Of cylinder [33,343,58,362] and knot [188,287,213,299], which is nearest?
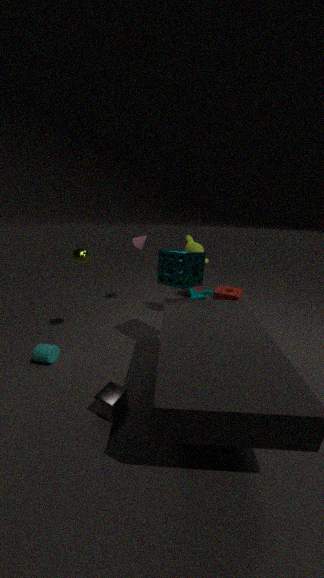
cylinder [33,343,58,362]
